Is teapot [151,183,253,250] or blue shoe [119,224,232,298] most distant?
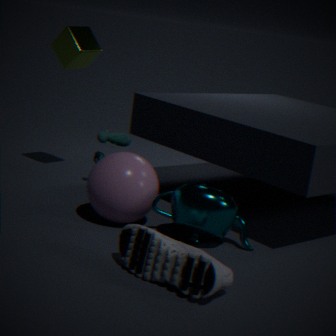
teapot [151,183,253,250]
